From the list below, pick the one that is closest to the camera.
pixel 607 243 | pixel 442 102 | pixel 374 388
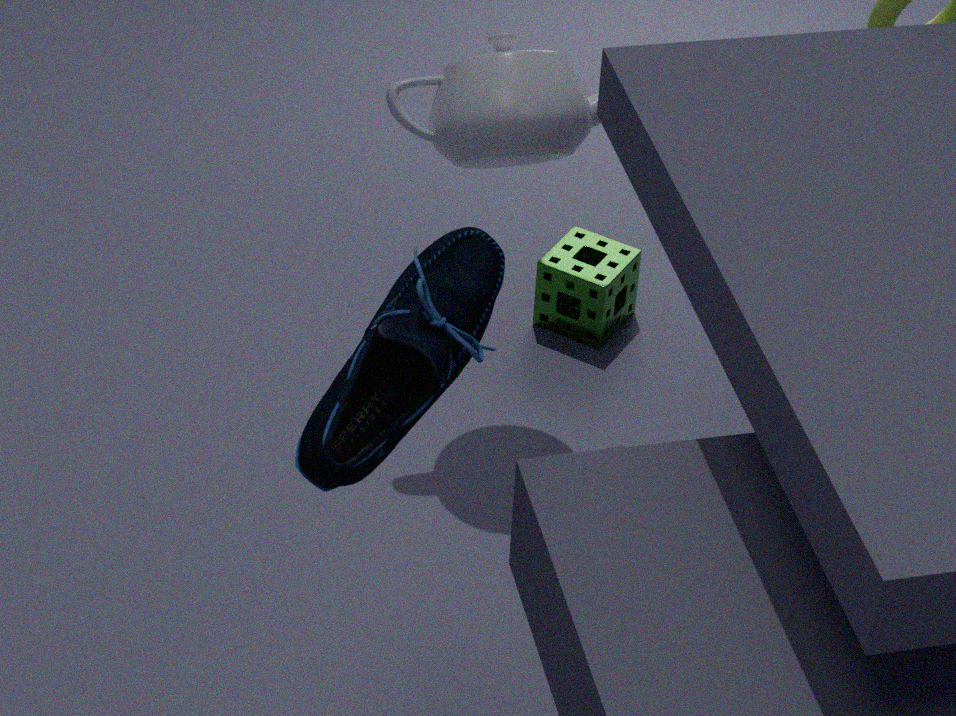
pixel 374 388
